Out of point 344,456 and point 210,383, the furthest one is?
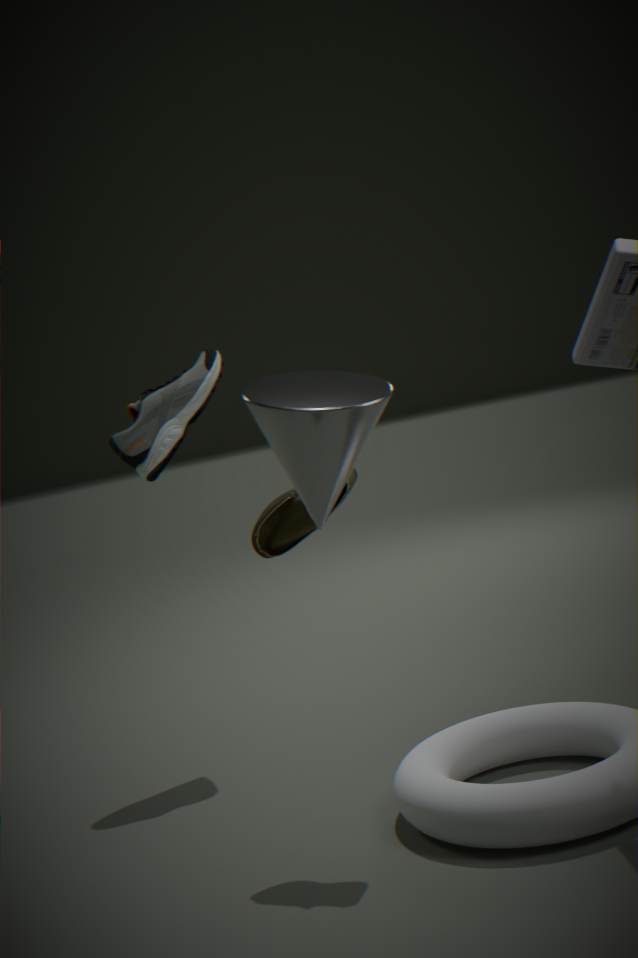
point 210,383
